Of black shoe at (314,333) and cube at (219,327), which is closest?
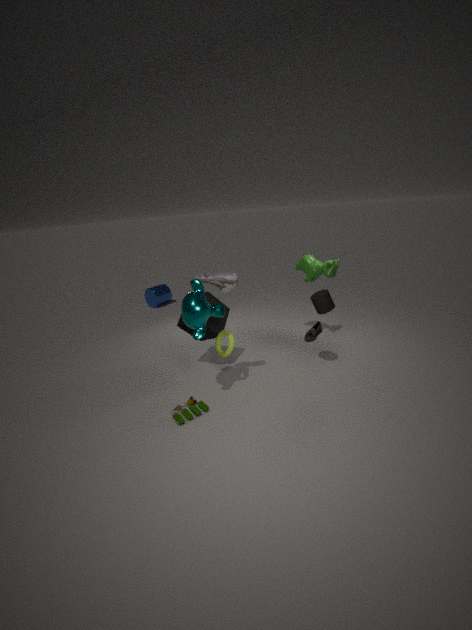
cube at (219,327)
